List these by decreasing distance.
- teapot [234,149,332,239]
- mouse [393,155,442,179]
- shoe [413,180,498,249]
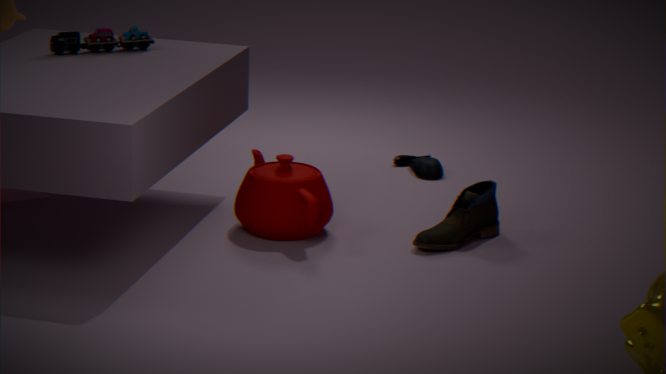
mouse [393,155,442,179] → shoe [413,180,498,249] → teapot [234,149,332,239]
